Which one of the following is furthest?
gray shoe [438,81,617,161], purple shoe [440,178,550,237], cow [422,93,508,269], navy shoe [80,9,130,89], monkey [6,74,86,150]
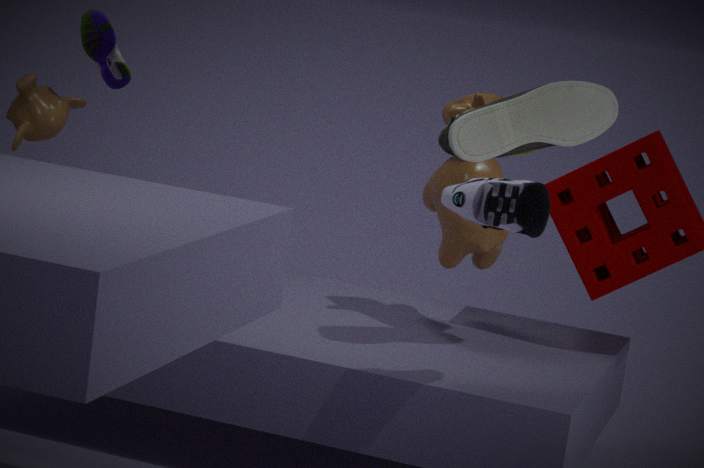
cow [422,93,508,269]
